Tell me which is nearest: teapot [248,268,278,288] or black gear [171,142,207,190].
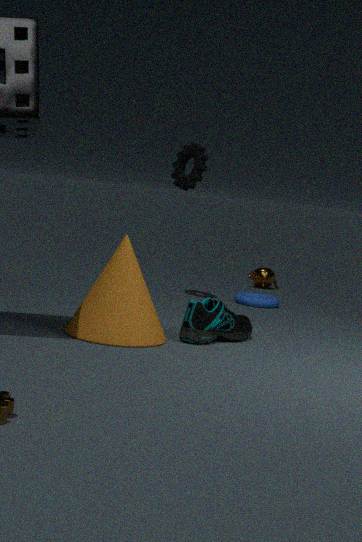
black gear [171,142,207,190]
